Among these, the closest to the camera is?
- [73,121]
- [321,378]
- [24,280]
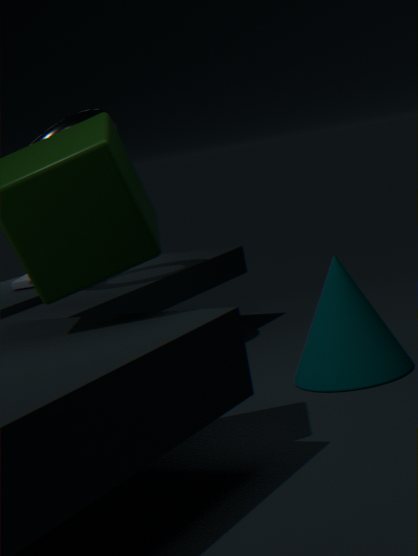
[321,378]
